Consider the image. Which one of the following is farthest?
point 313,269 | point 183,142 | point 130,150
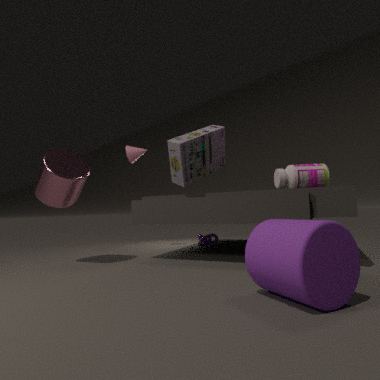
point 130,150
